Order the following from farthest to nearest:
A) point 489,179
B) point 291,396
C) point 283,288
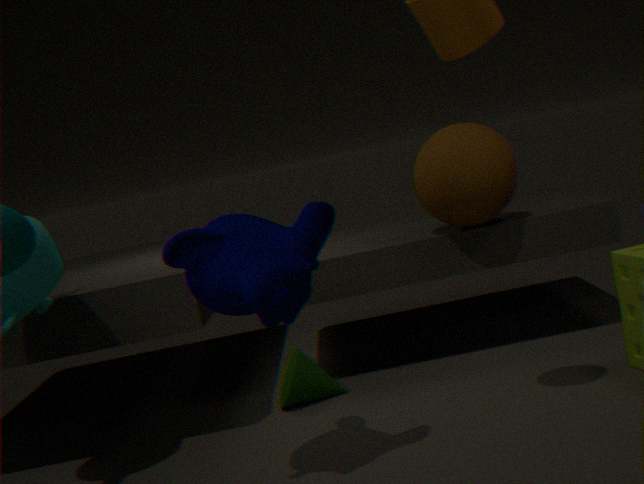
1. point 291,396
2. point 489,179
3. point 283,288
